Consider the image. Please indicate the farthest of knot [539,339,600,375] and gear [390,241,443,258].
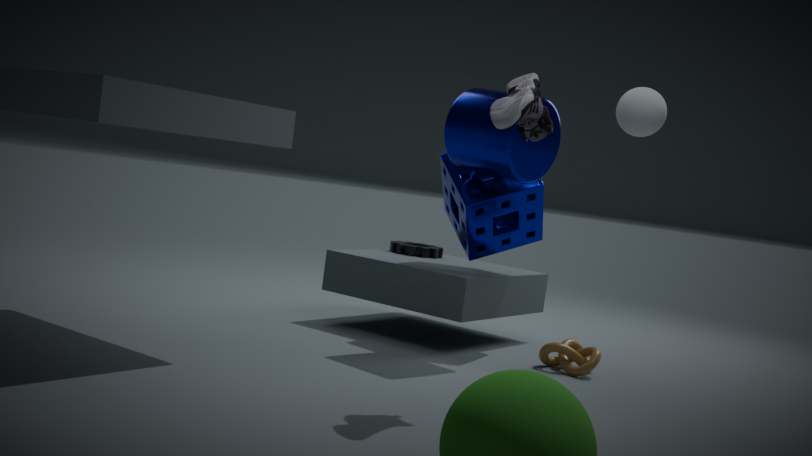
gear [390,241,443,258]
